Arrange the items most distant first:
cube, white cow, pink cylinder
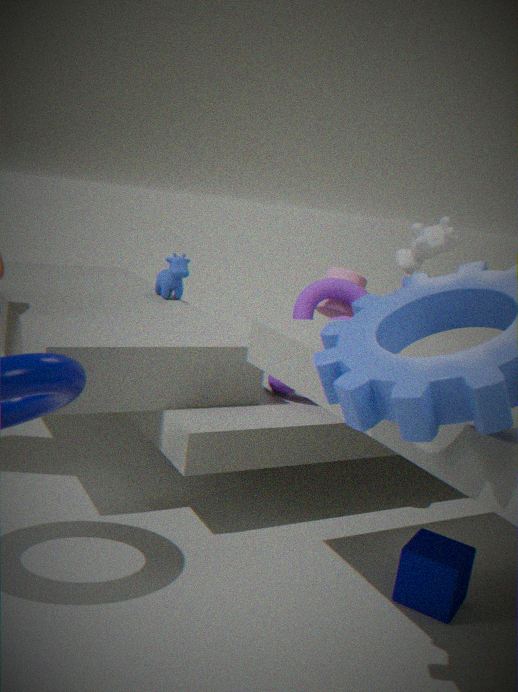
pink cylinder < white cow < cube
